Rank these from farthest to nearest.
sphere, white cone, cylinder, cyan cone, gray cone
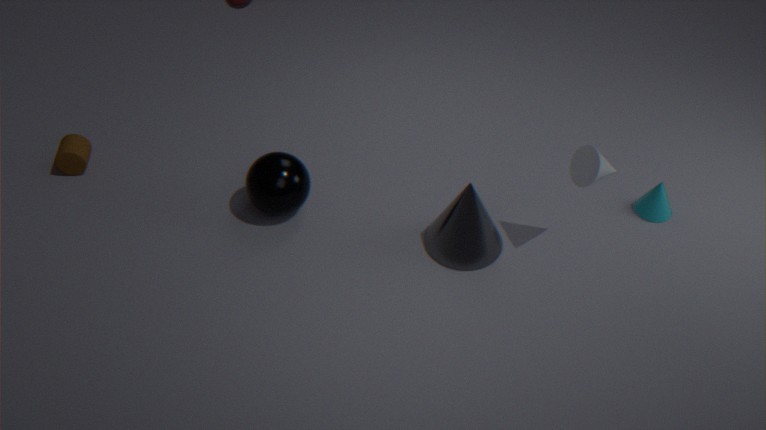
cylinder, cyan cone, sphere, gray cone, white cone
